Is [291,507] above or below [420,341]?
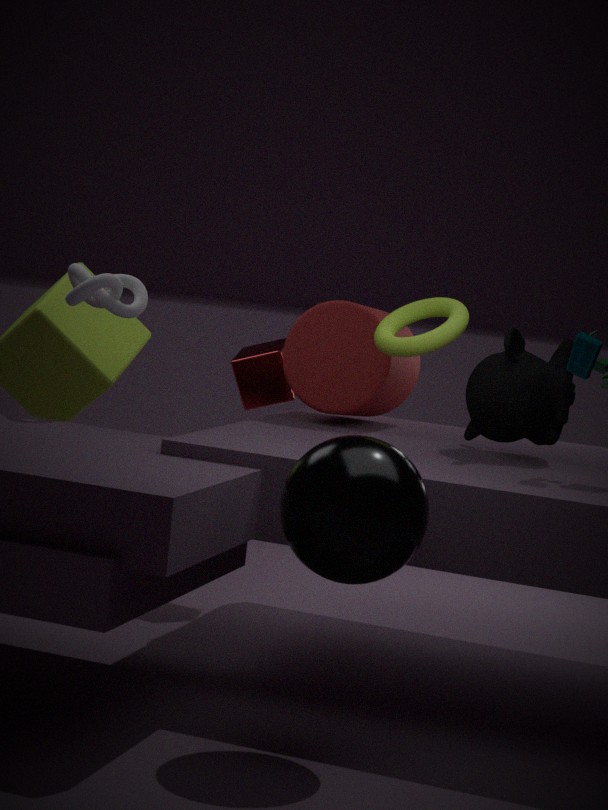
below
